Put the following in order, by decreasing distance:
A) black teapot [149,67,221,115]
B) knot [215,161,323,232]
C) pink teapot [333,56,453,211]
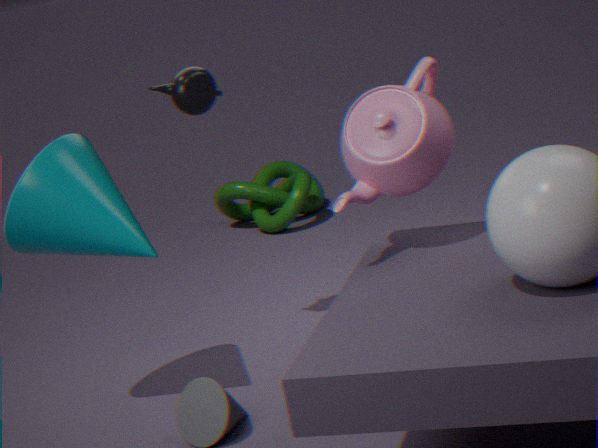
knot [215,161,323,232], black teapot [149,67,221,115], pink teapot [333,56,453,211]
